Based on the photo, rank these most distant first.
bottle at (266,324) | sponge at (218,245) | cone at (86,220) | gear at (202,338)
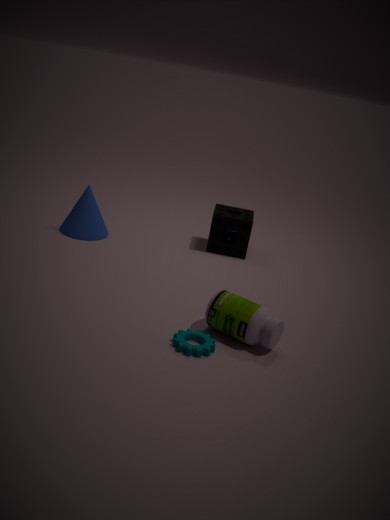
sponge at (218,245), cone at (86,220), bottle at (266,324), gear at (202,338)
